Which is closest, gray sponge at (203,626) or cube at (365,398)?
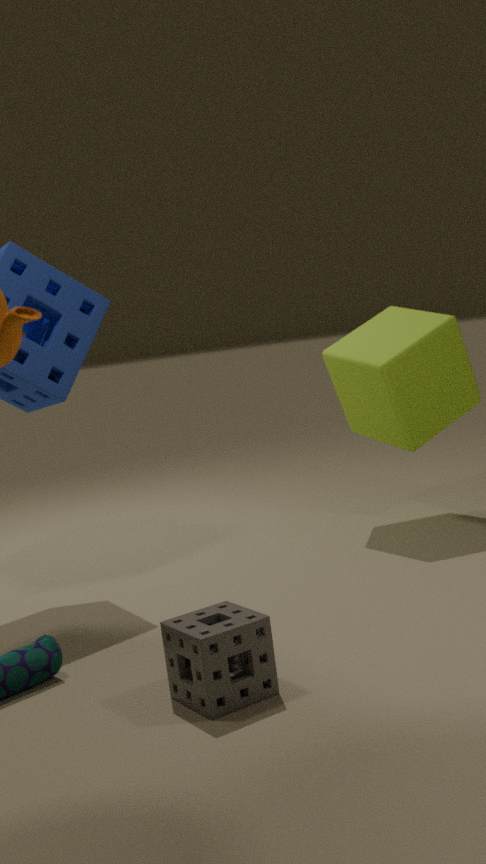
gray sponge at (203,626)
